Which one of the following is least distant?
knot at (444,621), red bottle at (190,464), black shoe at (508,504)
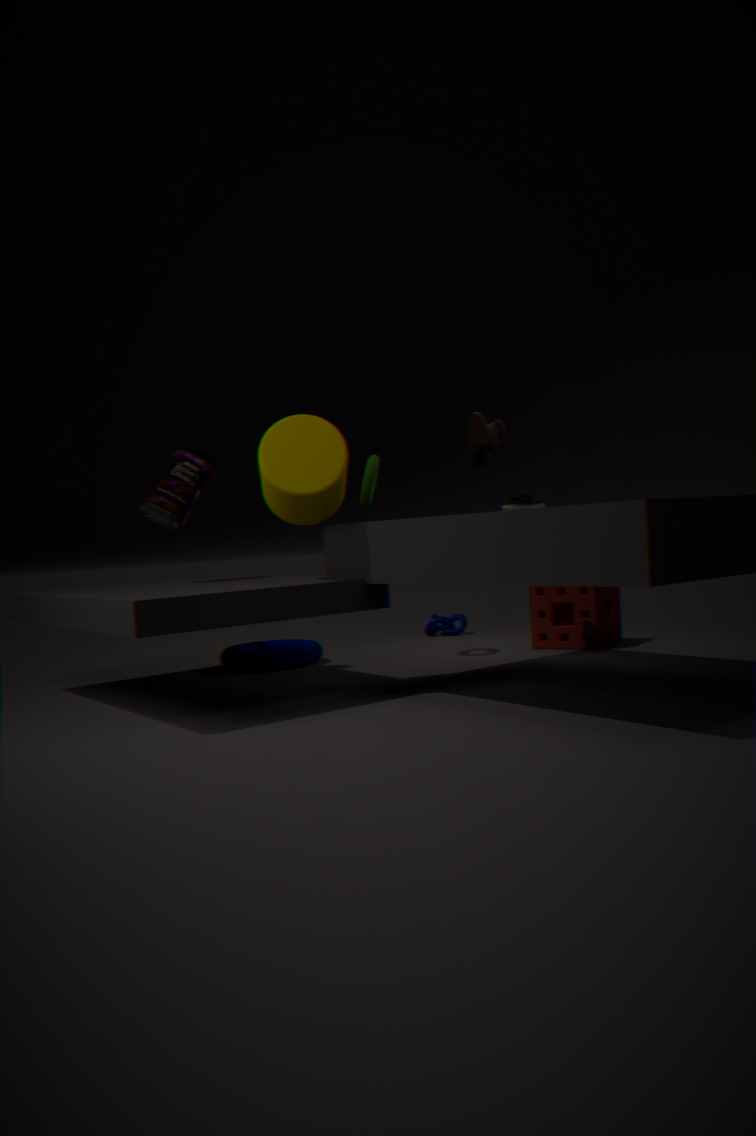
black shoe at (508,504)
